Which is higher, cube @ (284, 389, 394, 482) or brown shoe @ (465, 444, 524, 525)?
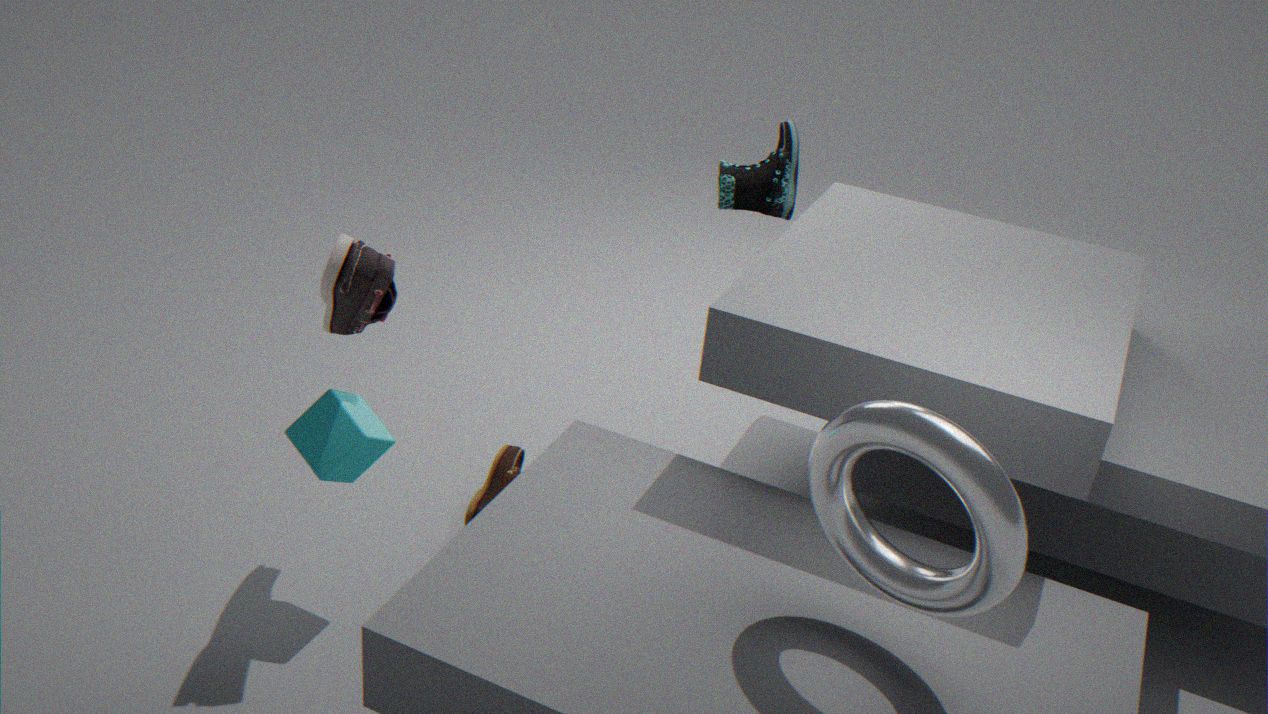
cube @ (284, 389, 394, 482)
